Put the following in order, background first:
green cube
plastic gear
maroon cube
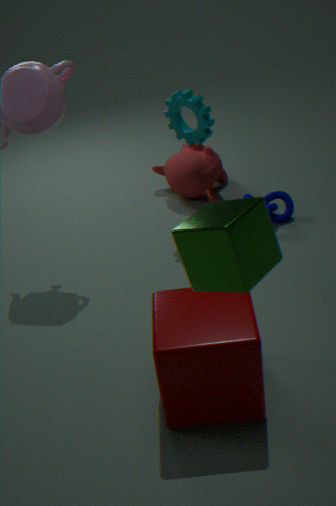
plastic gear → maroon cube → green cube
